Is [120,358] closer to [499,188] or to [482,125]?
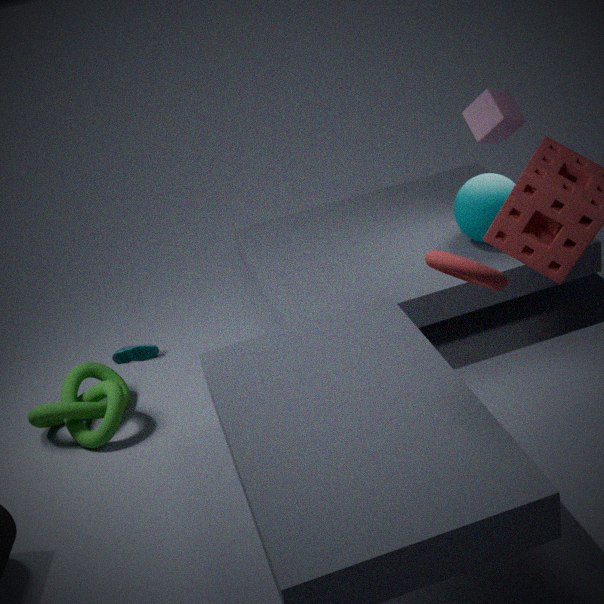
[499,188]
